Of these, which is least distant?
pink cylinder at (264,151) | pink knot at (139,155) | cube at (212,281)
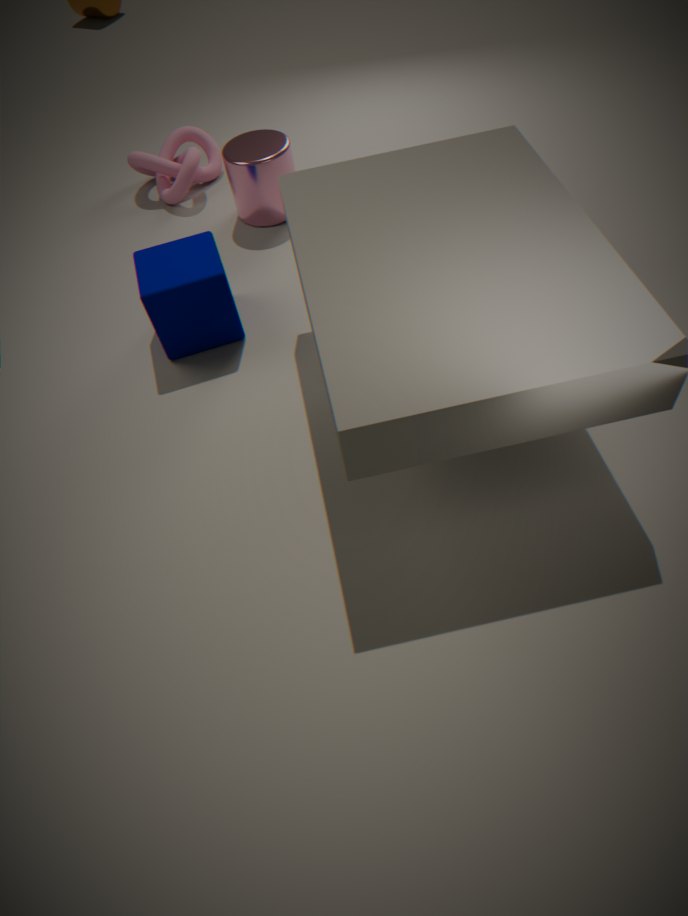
cube at (212,281)
